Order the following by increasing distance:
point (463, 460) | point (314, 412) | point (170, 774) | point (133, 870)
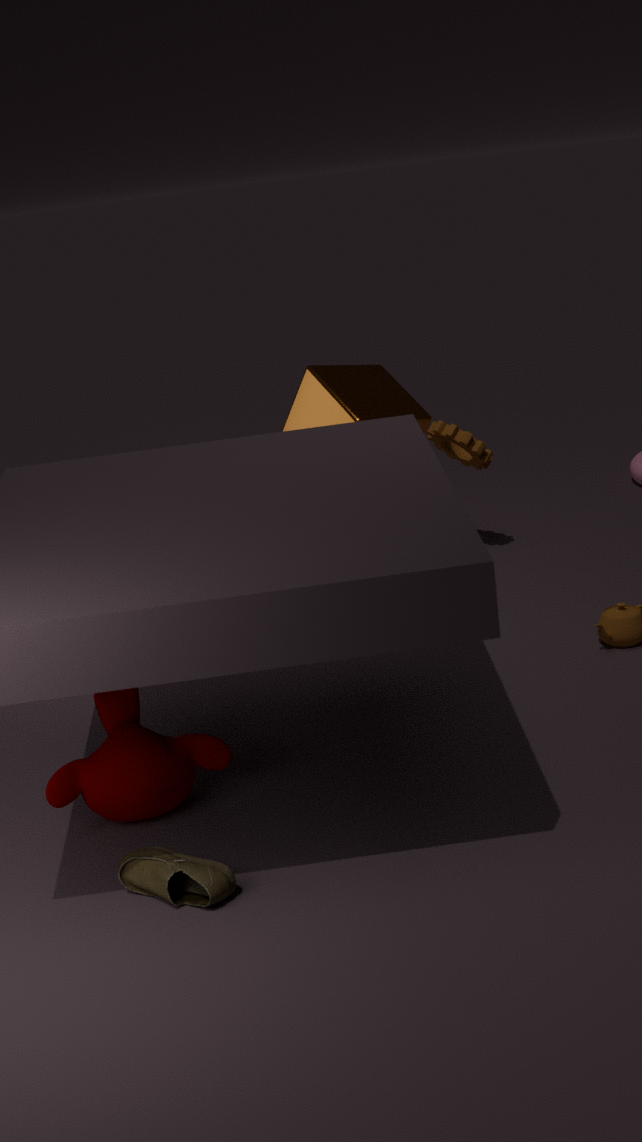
1. point (133, 870)
2. point (170, 774)
3. point (314, 412)
4. point (463, 460)
